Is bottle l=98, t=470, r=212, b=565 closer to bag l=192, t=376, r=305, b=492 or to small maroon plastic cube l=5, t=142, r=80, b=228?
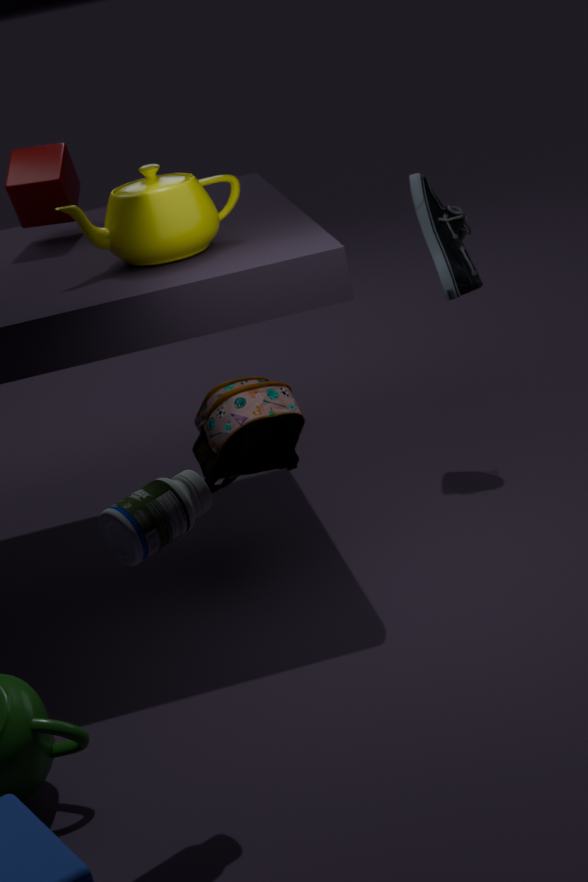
bag l=192, t=376, r=305, b=492
